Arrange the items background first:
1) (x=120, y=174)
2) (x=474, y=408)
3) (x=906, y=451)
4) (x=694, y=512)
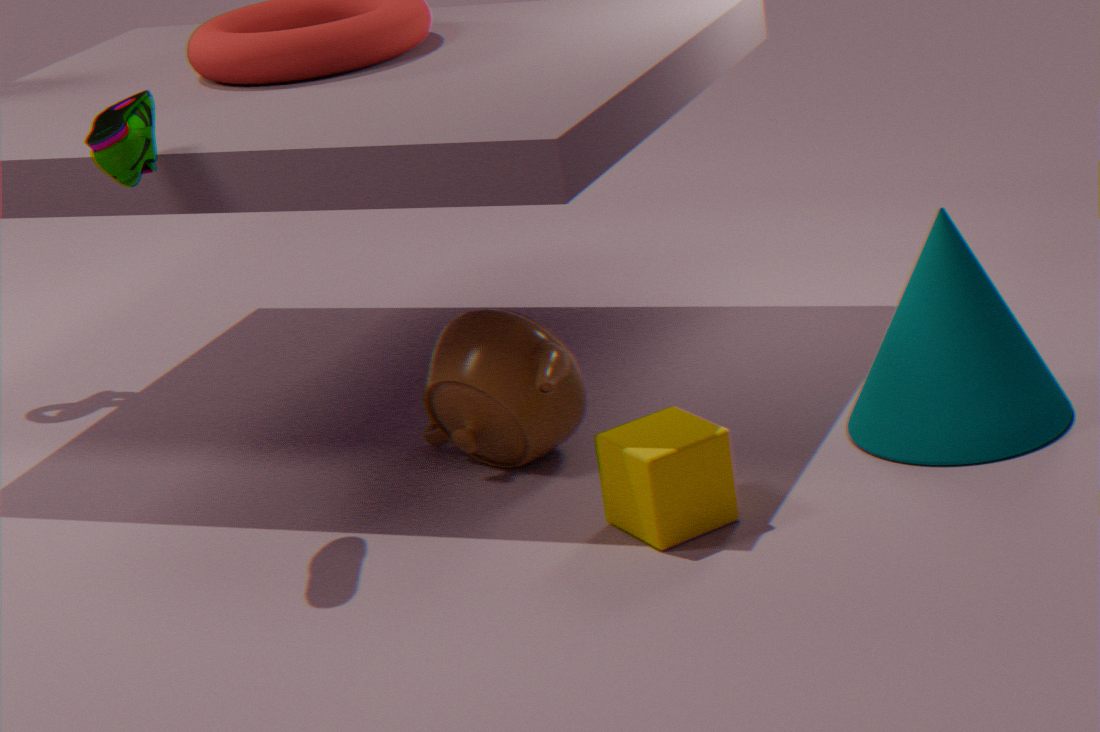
2. (x=474, y=408)
3. (x=906, y=451)
4. (x=694, y=512)
1. (x=120, y=174)
